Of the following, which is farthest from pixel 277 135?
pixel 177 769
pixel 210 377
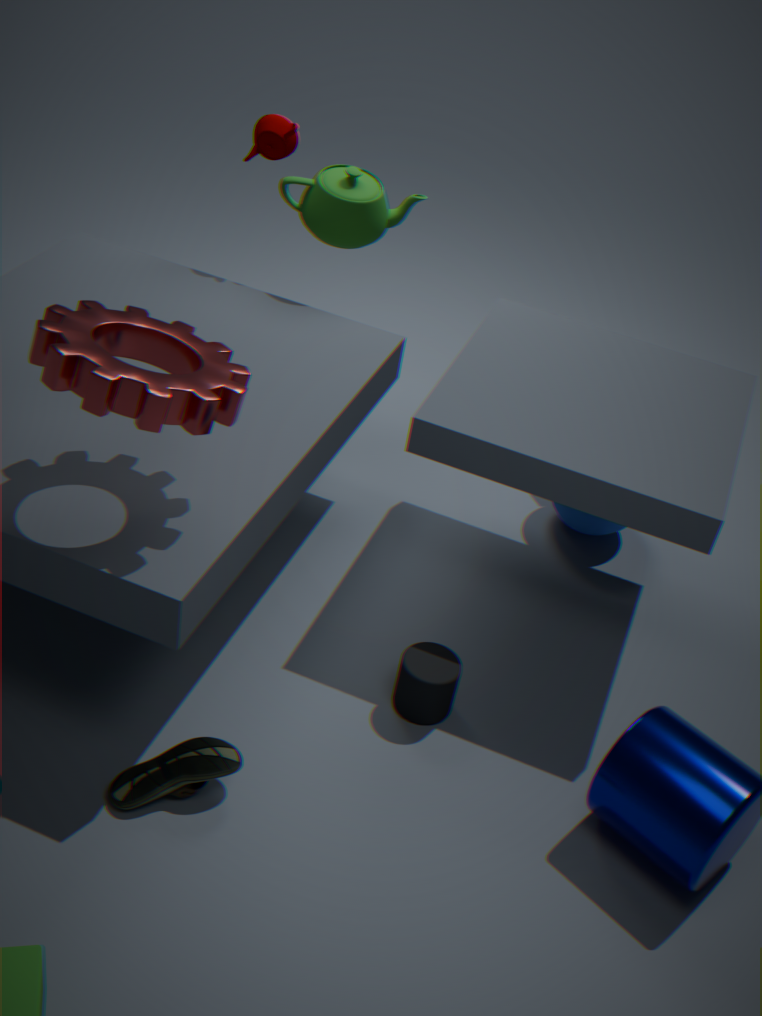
pixel 177 769
